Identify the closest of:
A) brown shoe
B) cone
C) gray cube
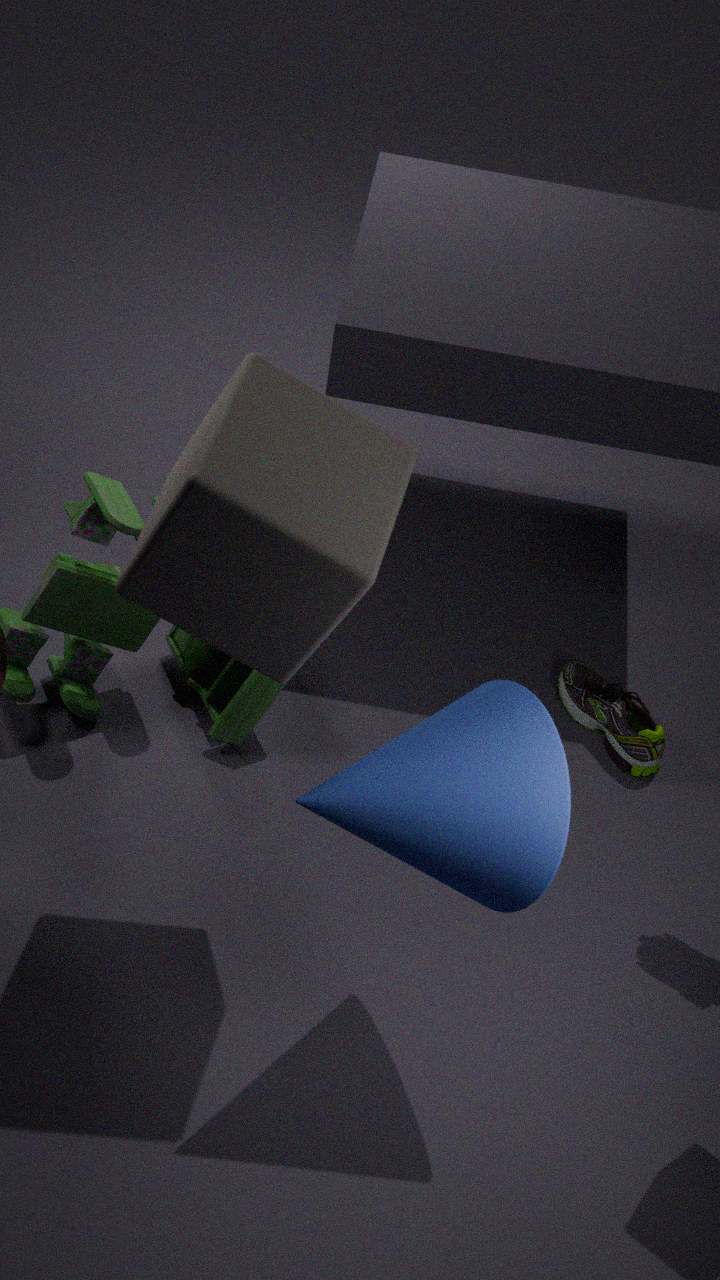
gray cube
